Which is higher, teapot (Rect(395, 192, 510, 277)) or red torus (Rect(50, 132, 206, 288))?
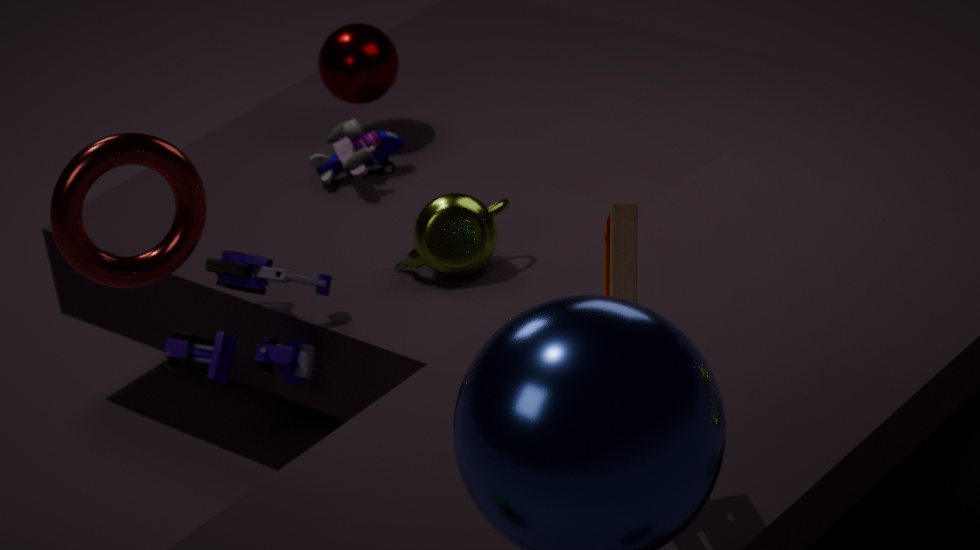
red torus (Rect(50, 132, 206, 288))
